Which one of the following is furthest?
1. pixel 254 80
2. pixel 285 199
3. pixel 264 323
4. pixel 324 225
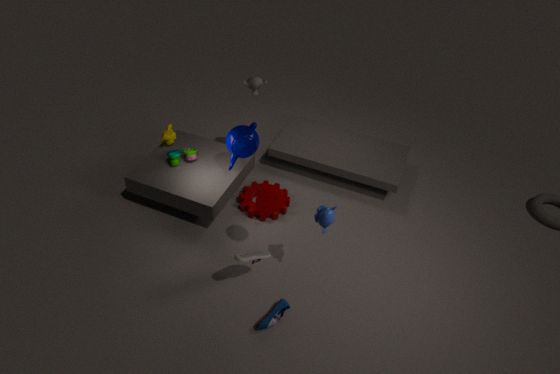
pixel 285 199
